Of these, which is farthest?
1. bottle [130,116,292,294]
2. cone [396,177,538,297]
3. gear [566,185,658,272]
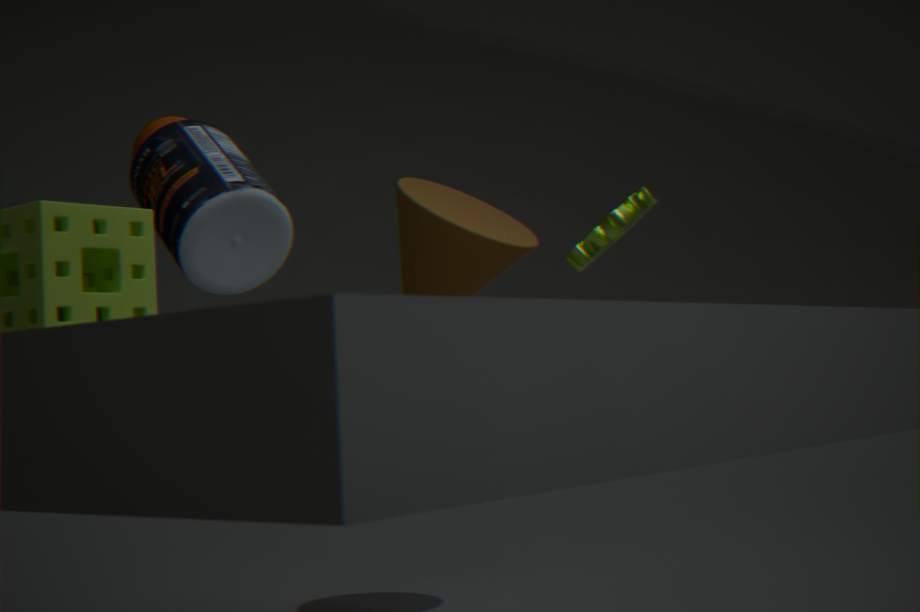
cone [396,177,538,297]
